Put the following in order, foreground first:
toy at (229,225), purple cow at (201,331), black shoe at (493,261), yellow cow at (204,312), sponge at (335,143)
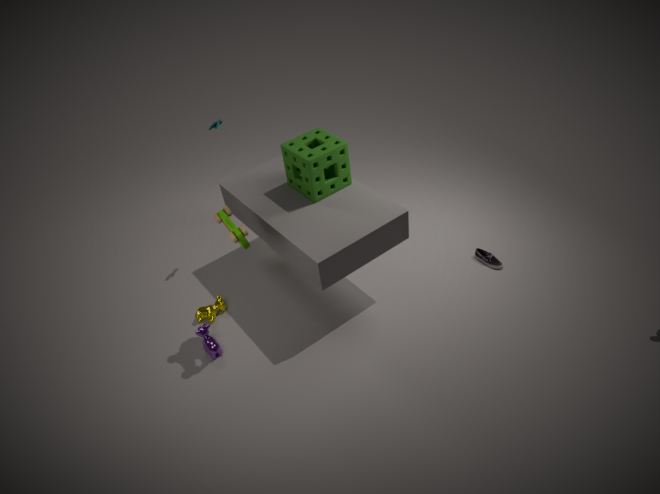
toy at (229,225), sponge at (335,143), purple cow at (201,331), yellow cow at (204,312), black shoe at (493,261)
